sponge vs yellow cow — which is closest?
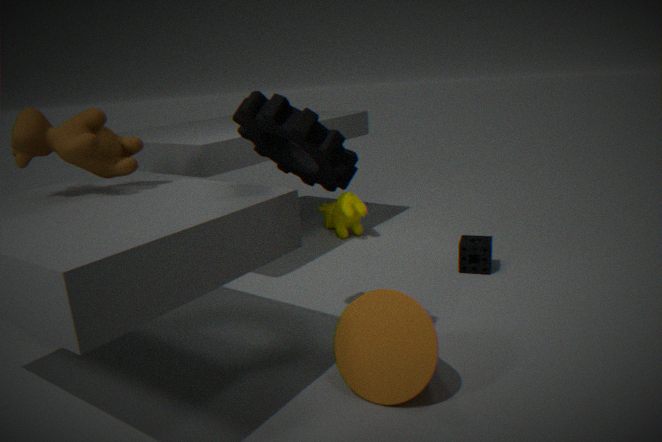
sponge
